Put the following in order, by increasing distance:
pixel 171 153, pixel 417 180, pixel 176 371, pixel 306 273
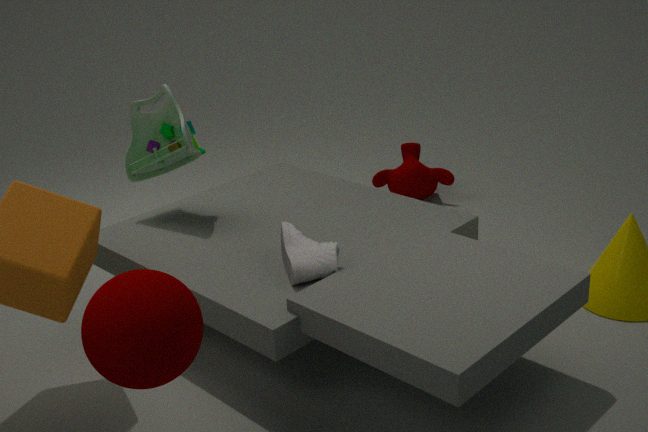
pixel 176 371 → pixel 306 273 → pixel 171 153 → pixel 417 180
